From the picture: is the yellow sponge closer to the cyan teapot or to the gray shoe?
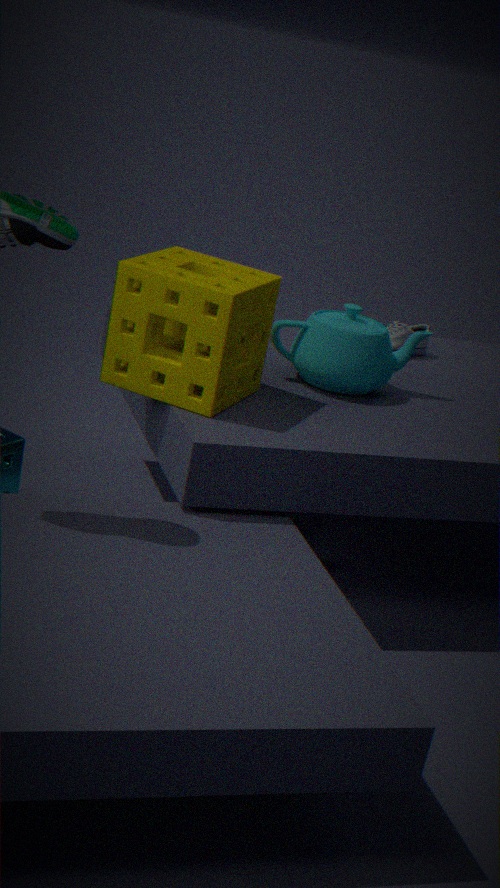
the cyan teapot
